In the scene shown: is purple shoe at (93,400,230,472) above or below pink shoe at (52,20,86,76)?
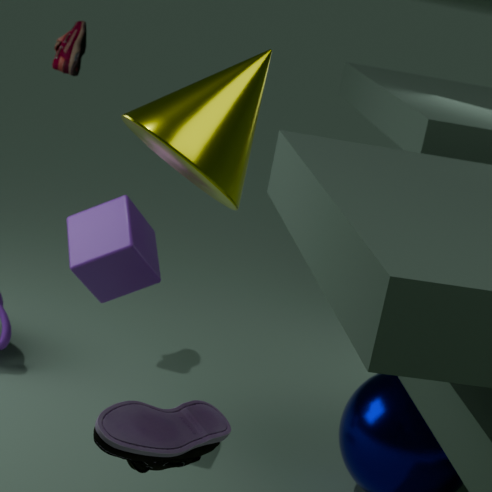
below
